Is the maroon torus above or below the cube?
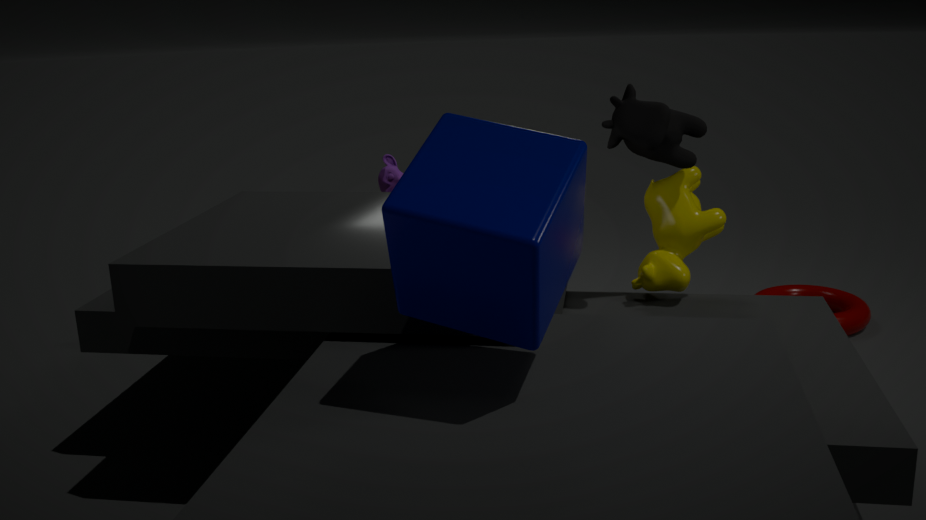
below
